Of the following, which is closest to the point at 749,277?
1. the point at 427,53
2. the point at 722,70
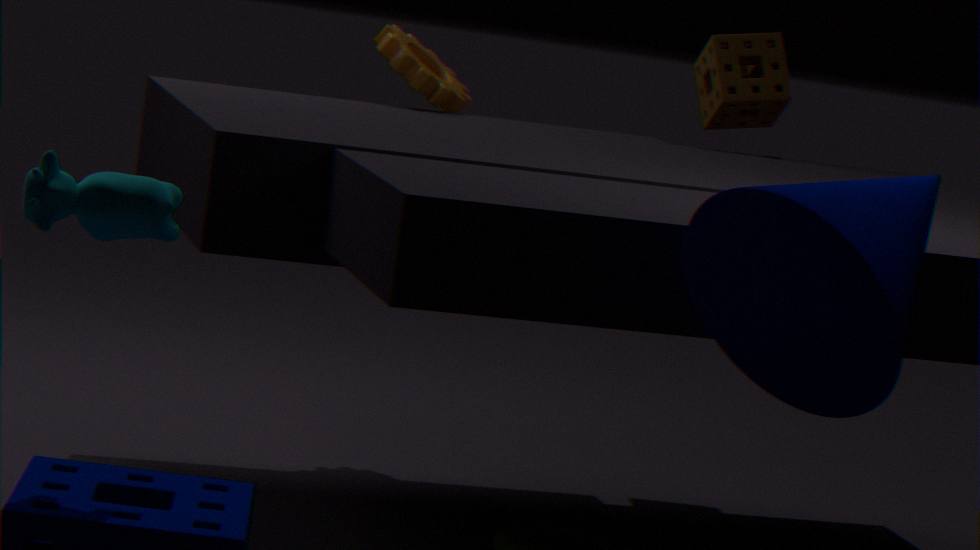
the point at 427,53
